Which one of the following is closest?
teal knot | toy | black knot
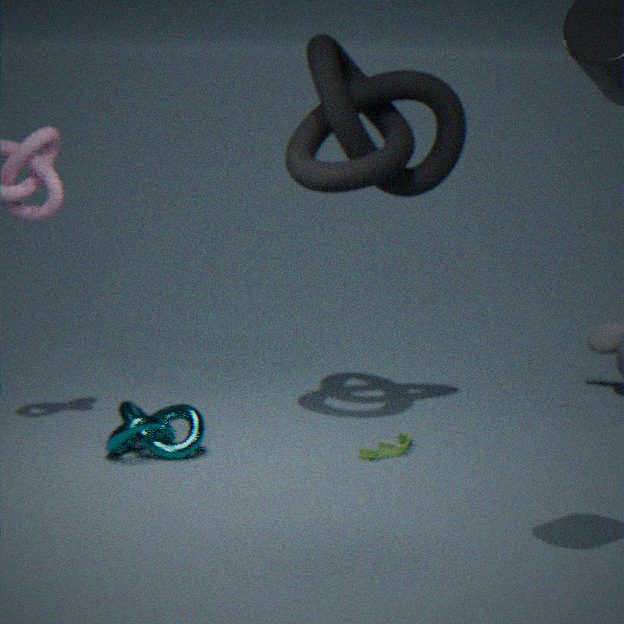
teal knot
